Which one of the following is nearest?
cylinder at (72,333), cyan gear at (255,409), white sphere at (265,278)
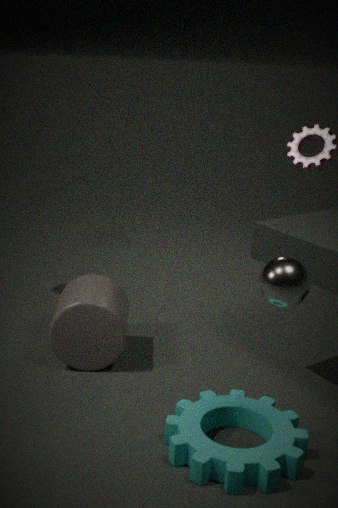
white sphere at (265,278)
